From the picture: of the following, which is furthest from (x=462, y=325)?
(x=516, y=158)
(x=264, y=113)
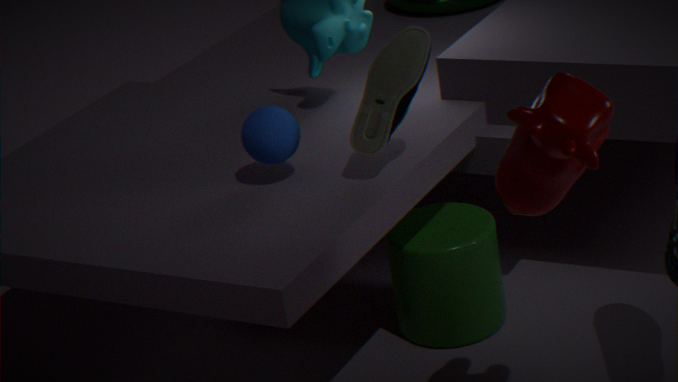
(x=516, y=158)
